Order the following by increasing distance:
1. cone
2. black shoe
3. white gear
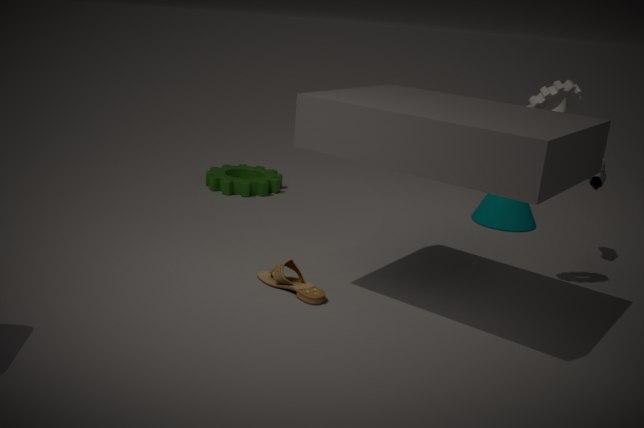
white gear, black shoe, cone
